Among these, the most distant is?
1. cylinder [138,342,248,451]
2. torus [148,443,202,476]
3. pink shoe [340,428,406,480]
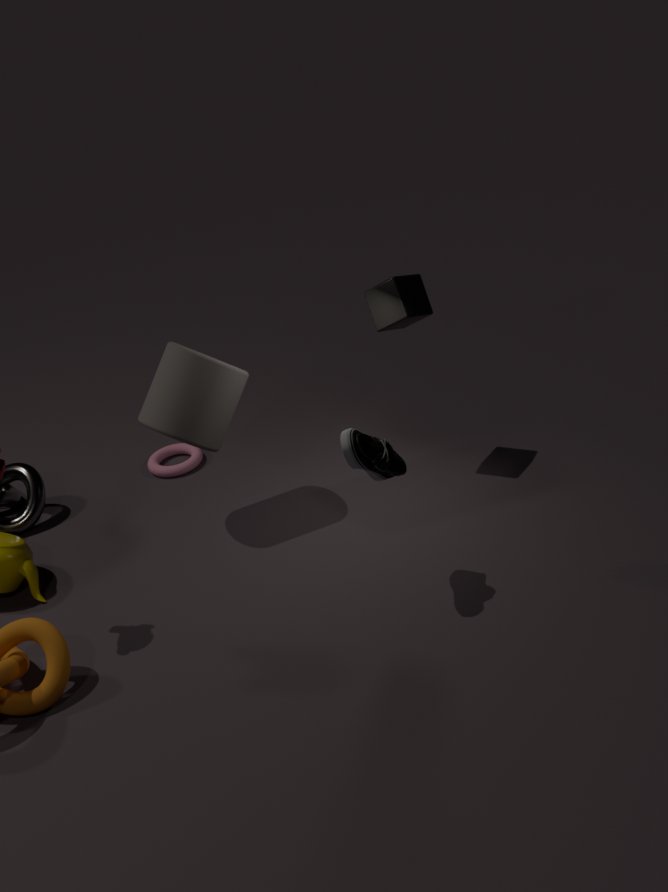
torus [148,443,202,476]
